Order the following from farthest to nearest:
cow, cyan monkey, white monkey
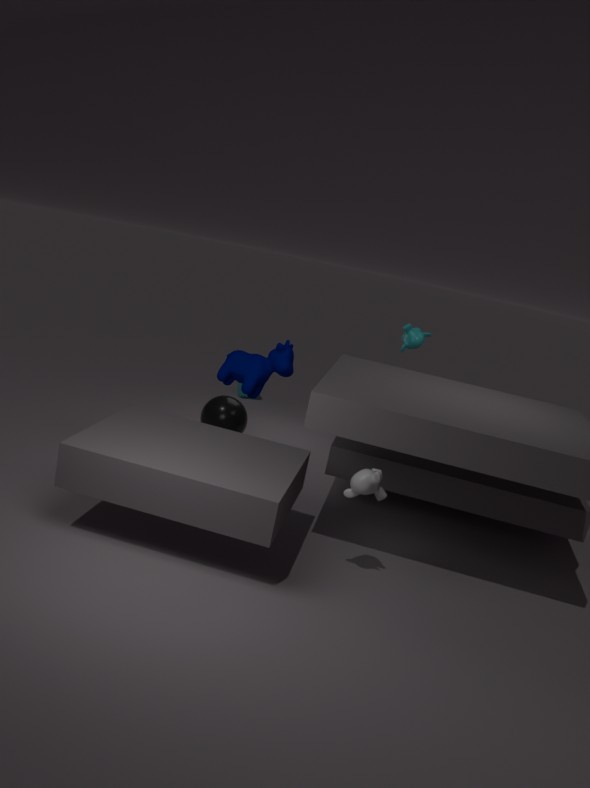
cyan monkey < cow < white monkey
